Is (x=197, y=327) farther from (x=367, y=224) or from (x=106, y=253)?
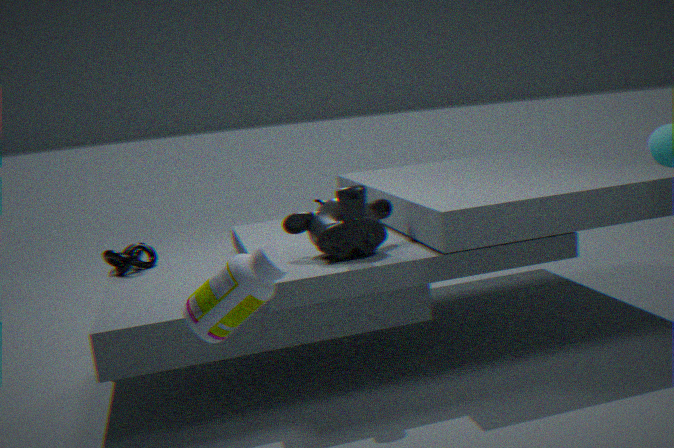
(x=106, y=253)
